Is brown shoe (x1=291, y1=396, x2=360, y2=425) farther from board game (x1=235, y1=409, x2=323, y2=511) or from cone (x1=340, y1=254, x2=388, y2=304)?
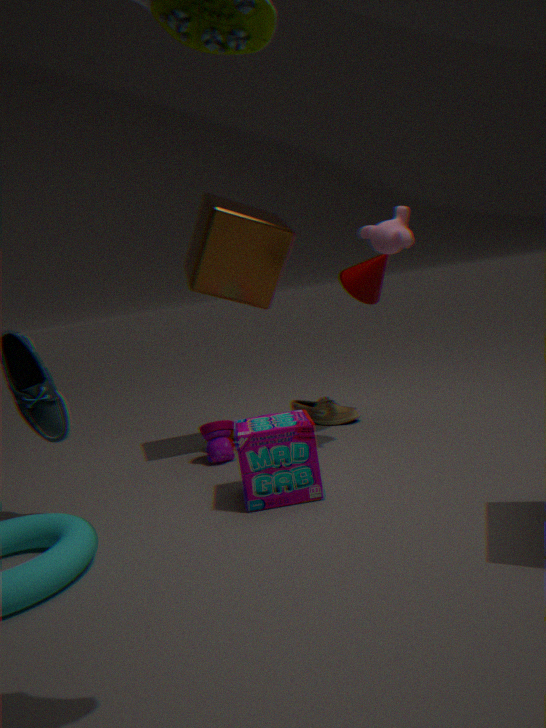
board game (x1=235, y1=409, x2=323, y2=511)
